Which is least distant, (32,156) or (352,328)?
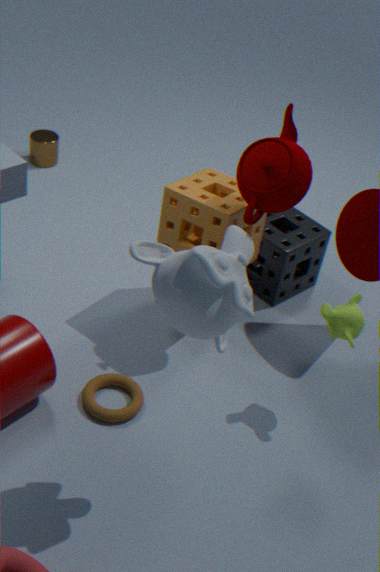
(352,328)
